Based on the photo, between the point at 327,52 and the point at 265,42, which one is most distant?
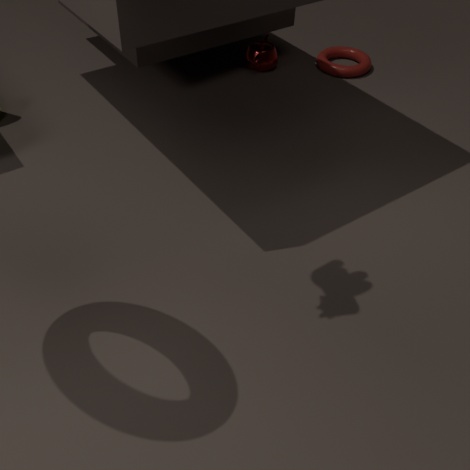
the point at 327,52
